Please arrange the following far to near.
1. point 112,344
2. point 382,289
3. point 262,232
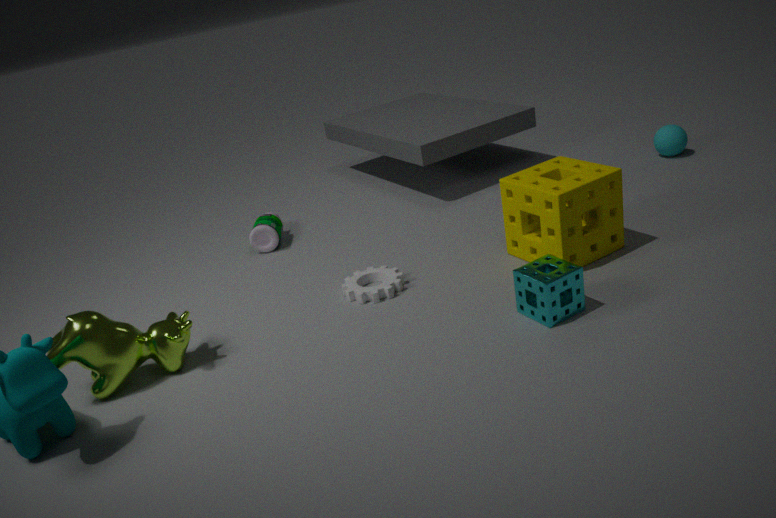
point 262,232 → point 382,289 → point 112,344
